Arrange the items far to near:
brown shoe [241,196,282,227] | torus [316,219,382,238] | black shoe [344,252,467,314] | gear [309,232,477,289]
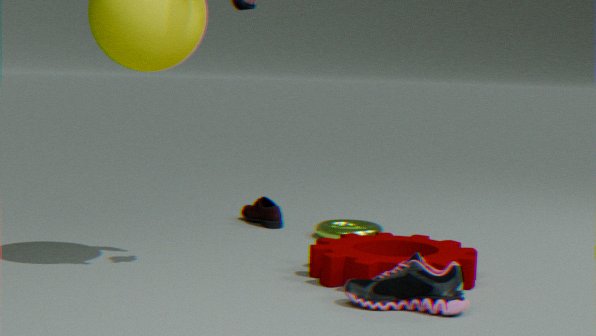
1. brown shoe [241,196,282,227]
2. torus [316,219,382,238]
3. gear [309,232,477,289]
4. black shoe [344,252,467,314]
